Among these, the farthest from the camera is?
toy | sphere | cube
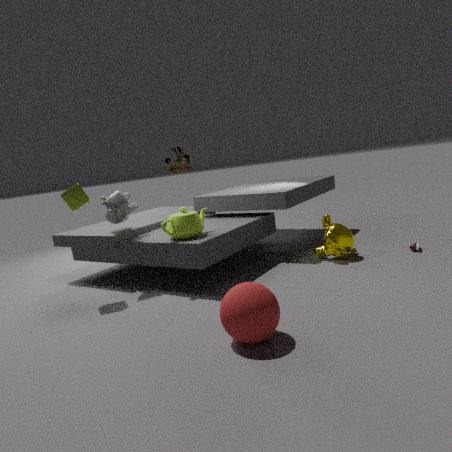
cube
